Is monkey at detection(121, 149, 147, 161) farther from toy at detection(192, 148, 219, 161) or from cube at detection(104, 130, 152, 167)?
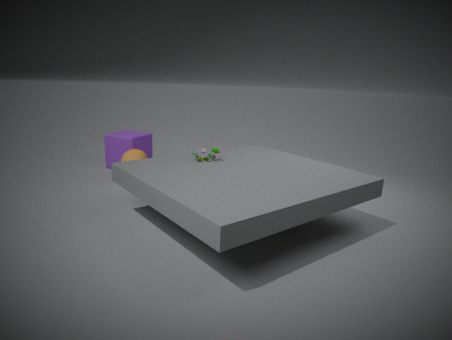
toy at detection(192, 148, 219, 161)
